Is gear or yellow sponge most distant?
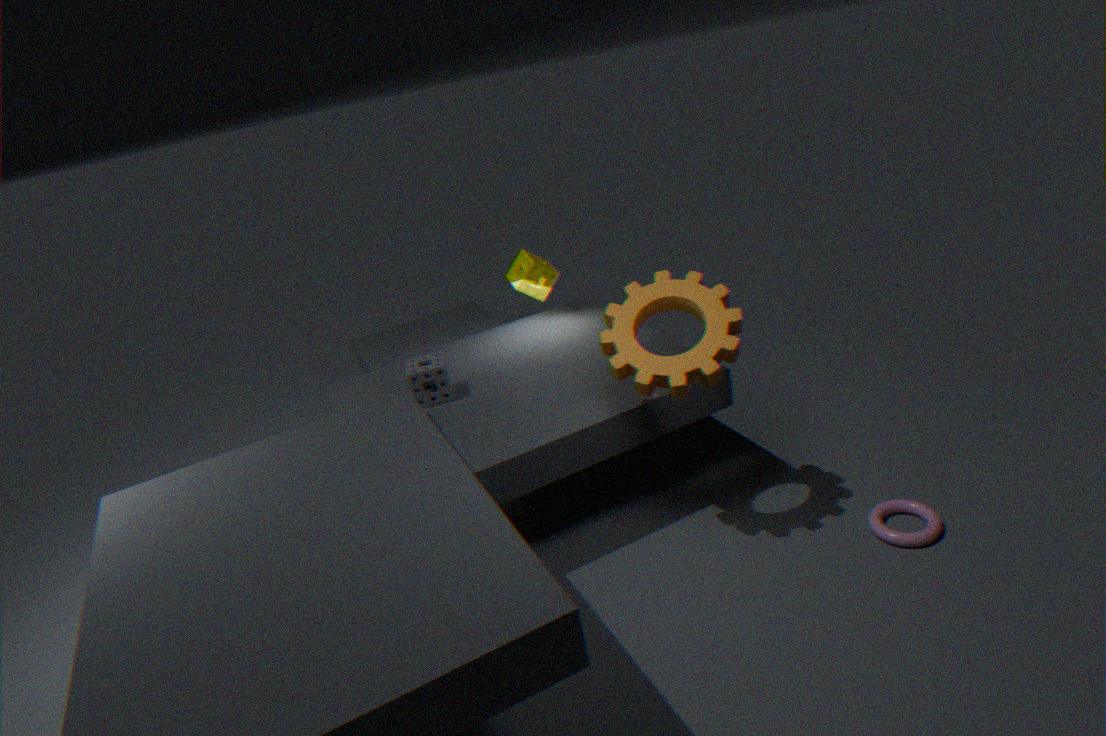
yellow sponge
